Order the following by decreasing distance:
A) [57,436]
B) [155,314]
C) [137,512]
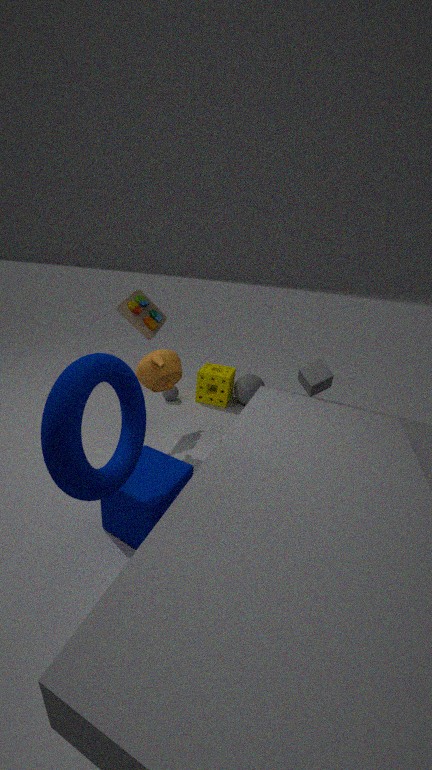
[155,314], [137,512], [57,436]
